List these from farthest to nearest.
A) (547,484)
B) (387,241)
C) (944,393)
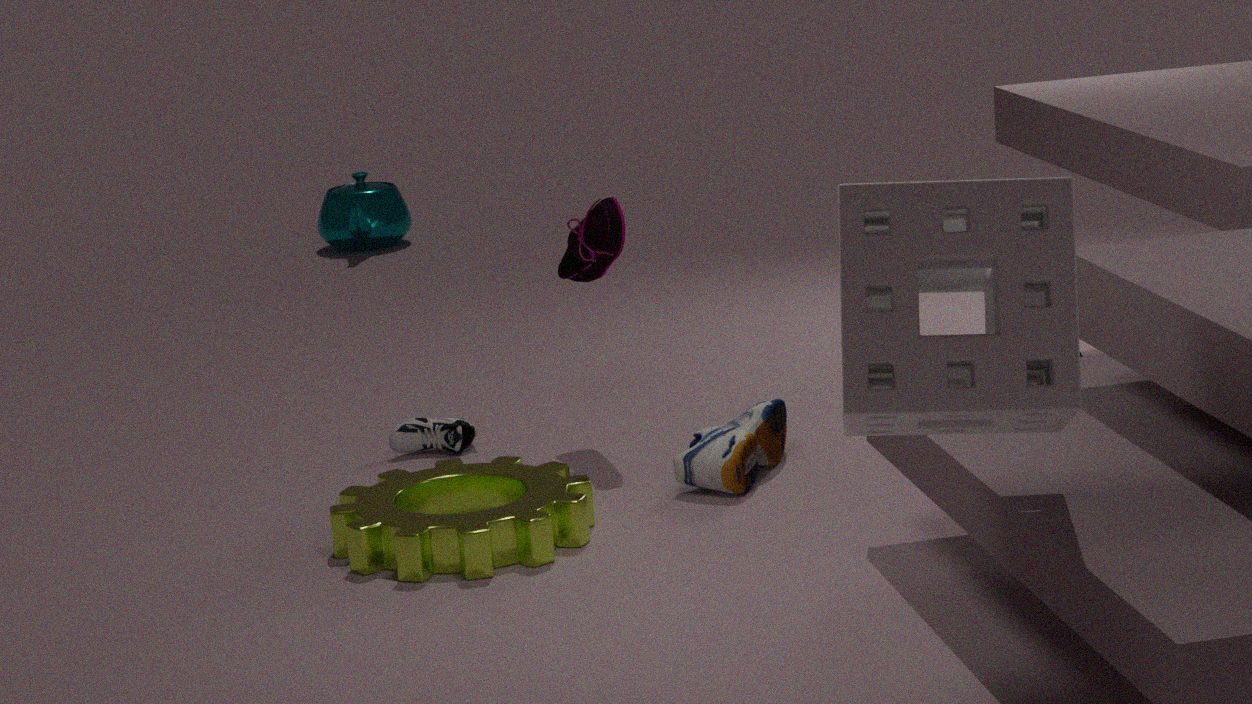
(387,241), (547,484), (944,393)
